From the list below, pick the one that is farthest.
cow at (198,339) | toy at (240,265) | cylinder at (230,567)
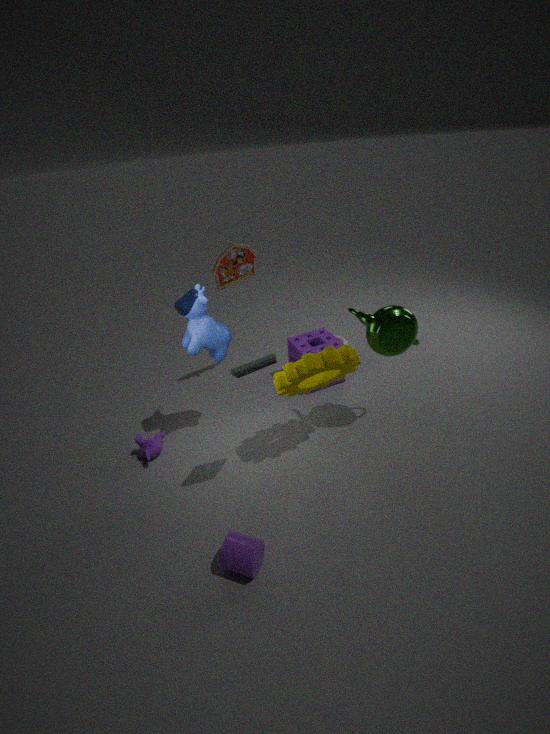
toy at (240,265)
